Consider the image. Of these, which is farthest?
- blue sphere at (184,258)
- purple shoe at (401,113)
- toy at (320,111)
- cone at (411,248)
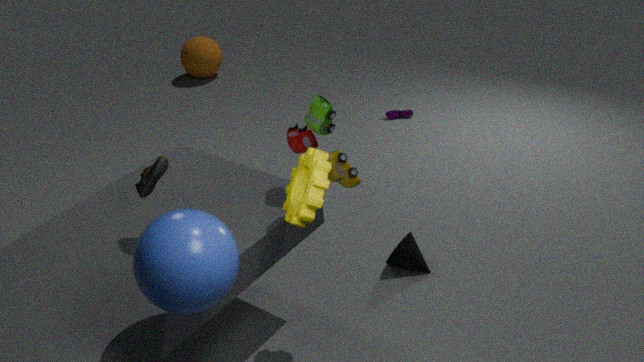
purple shoe at (401,113)
